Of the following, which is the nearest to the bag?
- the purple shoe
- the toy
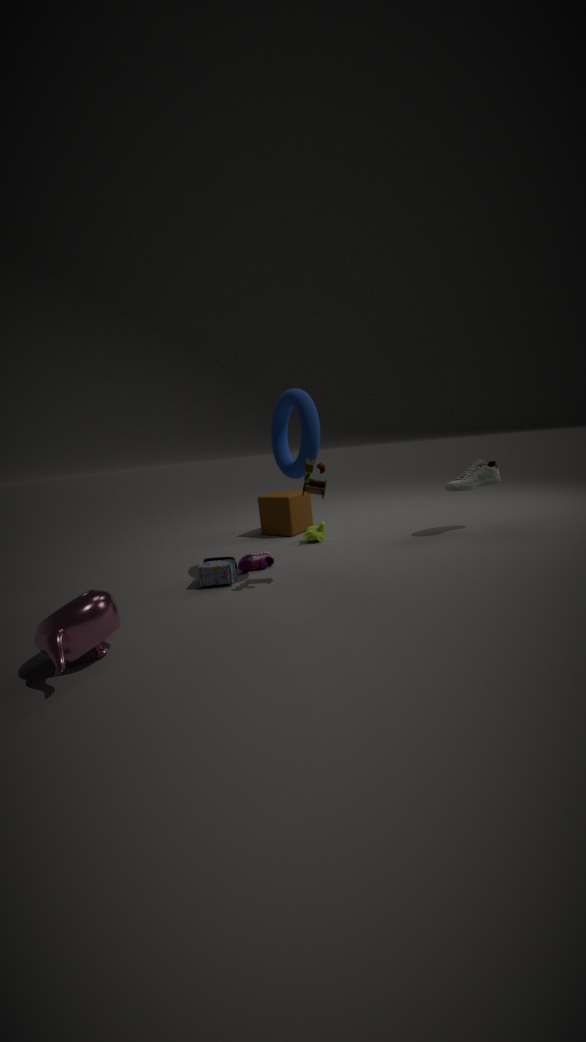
the purple shoe
